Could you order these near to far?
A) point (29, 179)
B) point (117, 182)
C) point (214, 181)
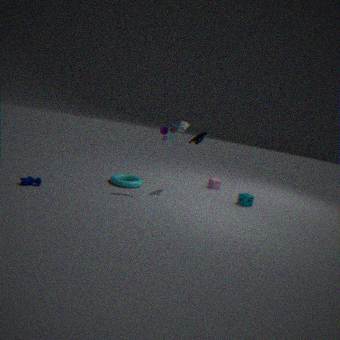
point (29, 179), point (117, 182), point (214, 181)
